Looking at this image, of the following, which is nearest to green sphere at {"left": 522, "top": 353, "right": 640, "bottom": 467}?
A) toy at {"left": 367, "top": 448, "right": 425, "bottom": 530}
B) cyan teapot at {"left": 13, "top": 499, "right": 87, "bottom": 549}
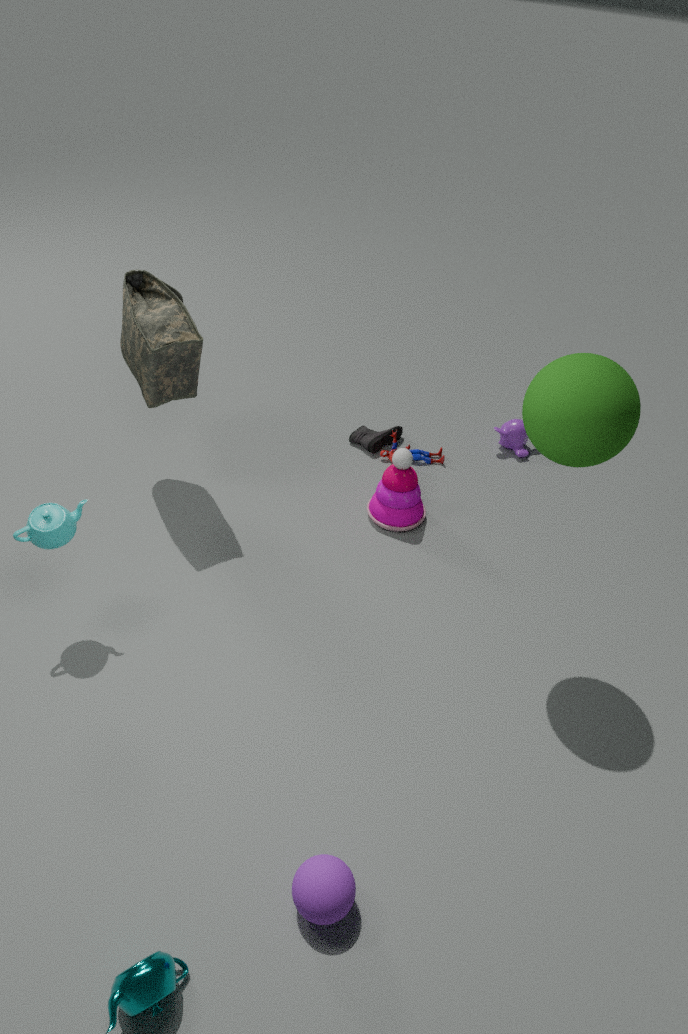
toy at {"left": 367, "top": 448, "right": 425, "bottom": 530}
